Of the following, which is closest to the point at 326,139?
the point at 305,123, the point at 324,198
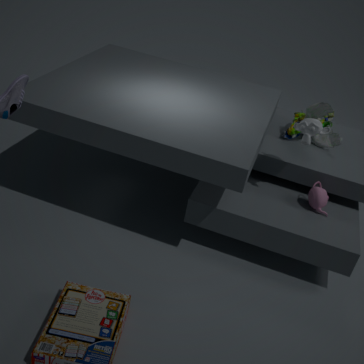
the point at 305,123
